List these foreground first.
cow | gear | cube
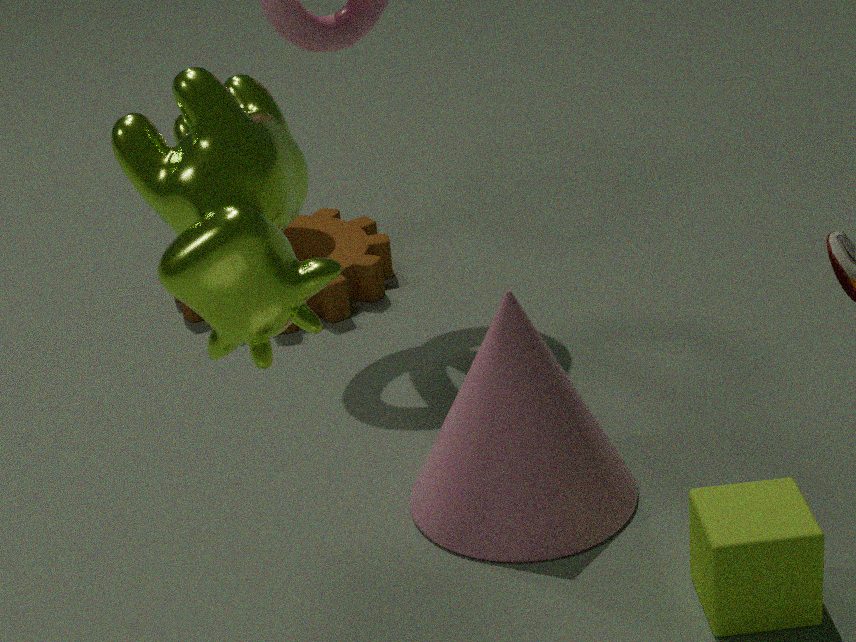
1. cow
2. cube
3. gear
